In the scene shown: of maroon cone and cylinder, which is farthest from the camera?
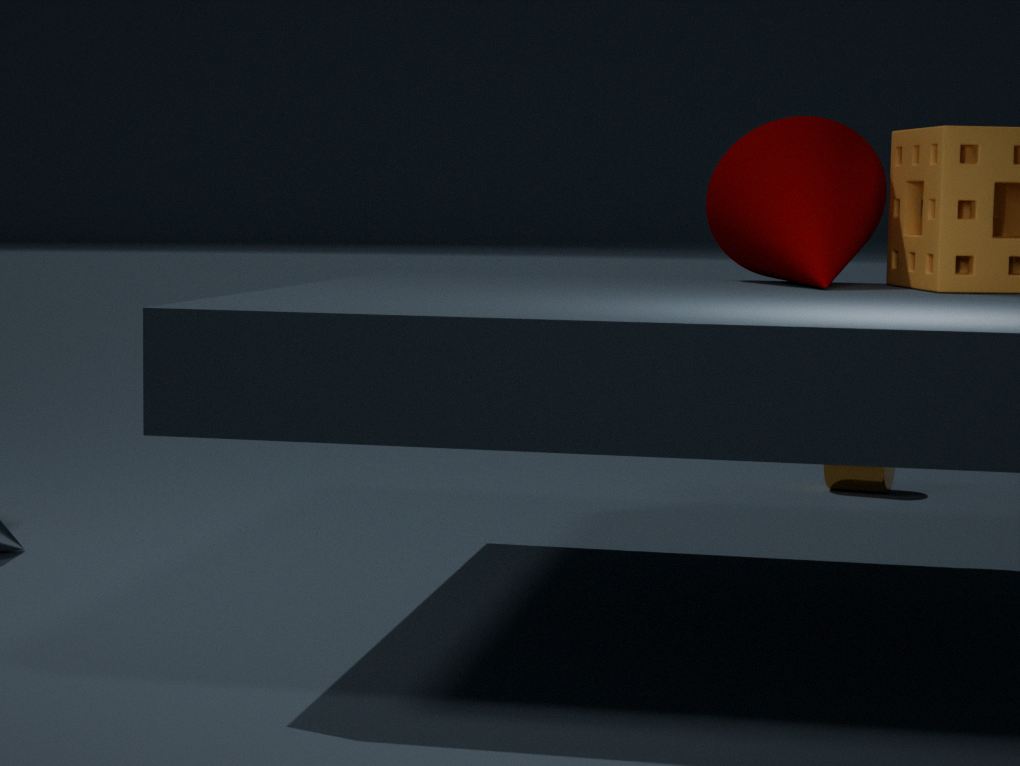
cylinder
